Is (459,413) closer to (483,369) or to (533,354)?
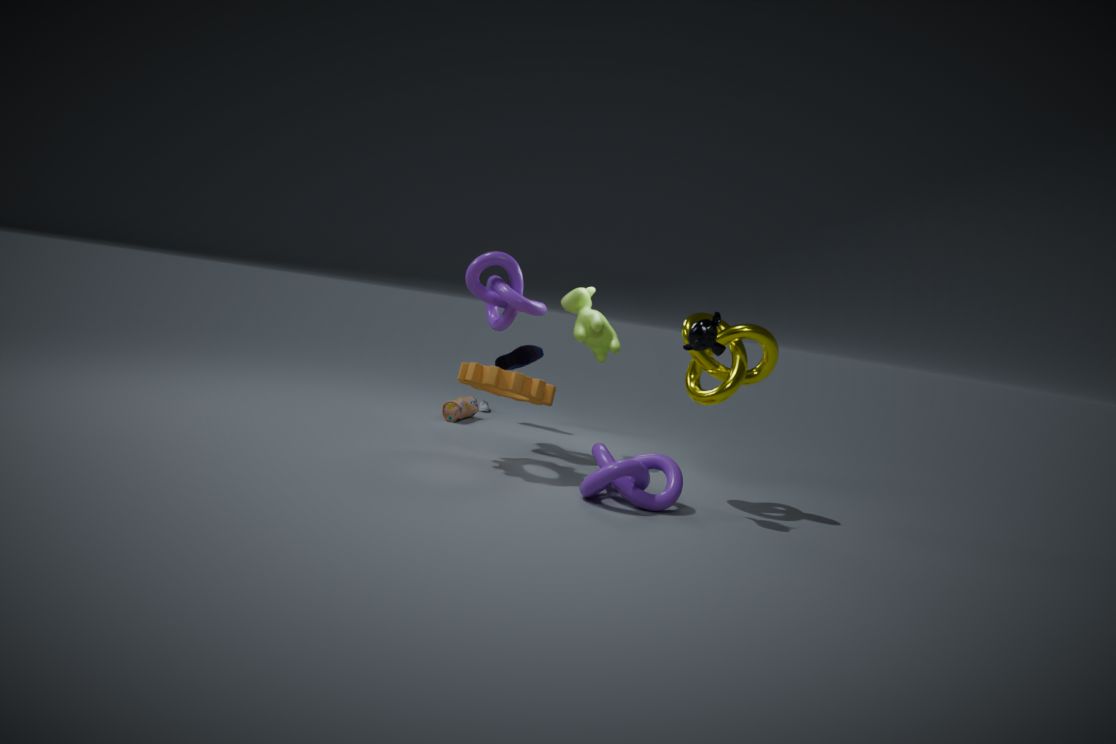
(533,354)
